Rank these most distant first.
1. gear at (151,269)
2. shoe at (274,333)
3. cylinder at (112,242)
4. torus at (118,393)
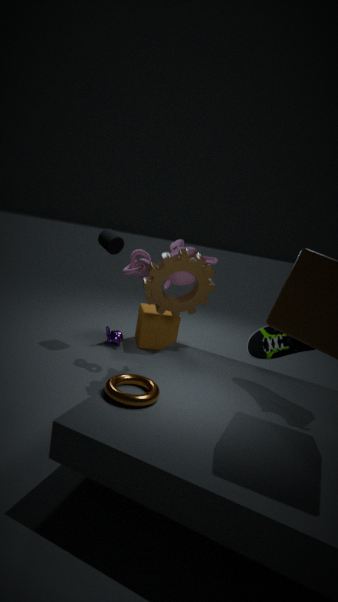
cylinder at (112,242)
gear at (151,269)
shoe at (274,333)
torus at (118,393)
